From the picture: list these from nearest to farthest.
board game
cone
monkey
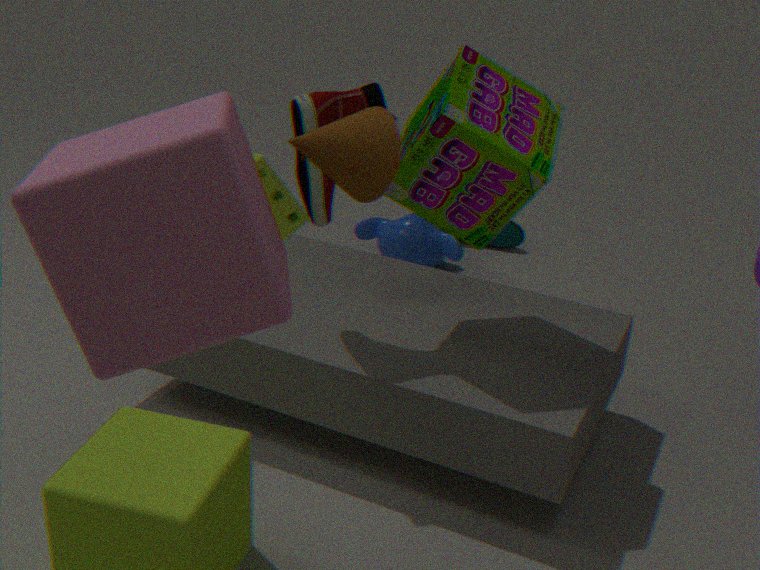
cone → board game → monkey
